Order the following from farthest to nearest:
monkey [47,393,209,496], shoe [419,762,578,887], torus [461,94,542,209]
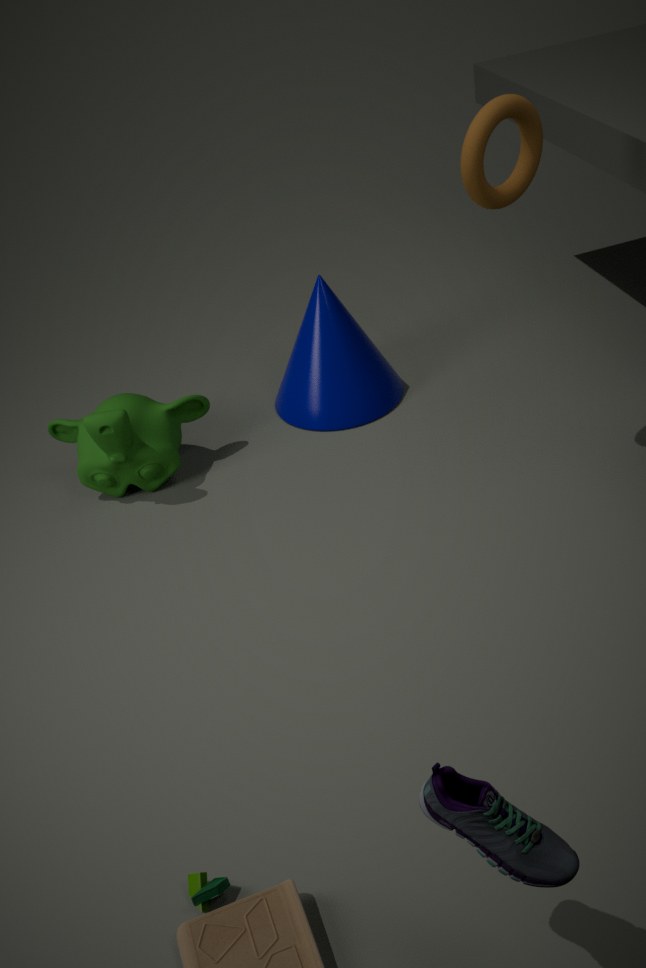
monkey [47,393,209,496]
torus [461,94,542,209]
shoe [419,762,578,887]
